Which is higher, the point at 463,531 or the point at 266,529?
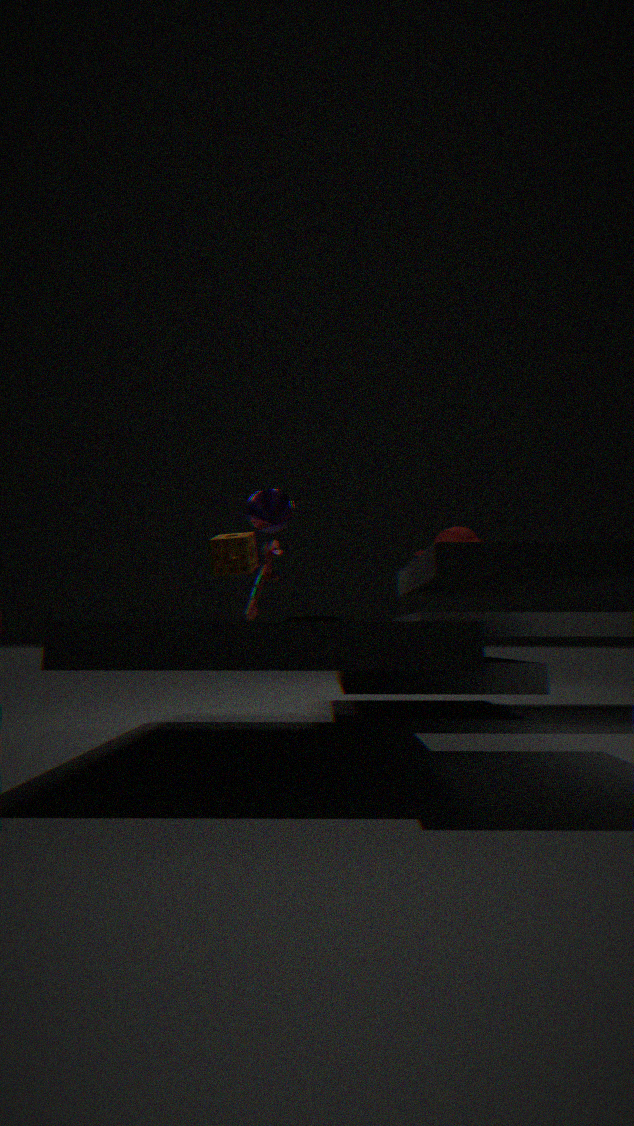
the point at 463,531
